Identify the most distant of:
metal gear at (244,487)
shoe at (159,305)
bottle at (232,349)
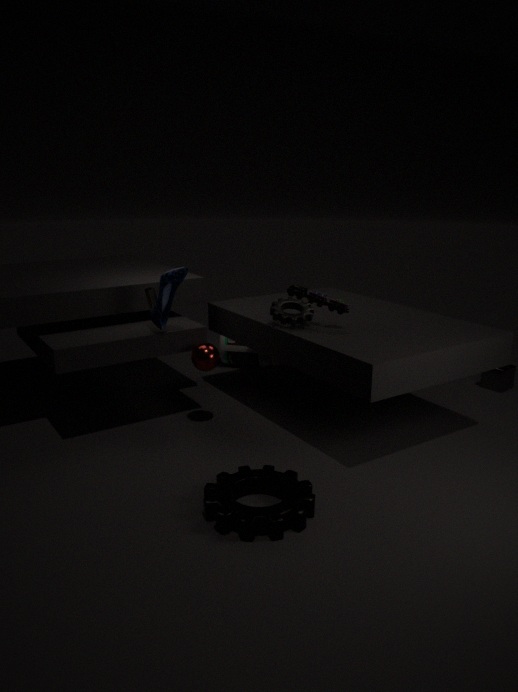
bottle at (232,349)
